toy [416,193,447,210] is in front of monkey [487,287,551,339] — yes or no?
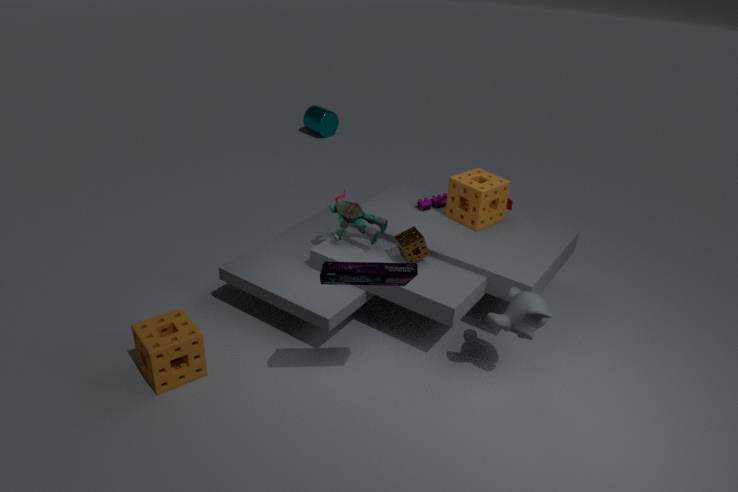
No
